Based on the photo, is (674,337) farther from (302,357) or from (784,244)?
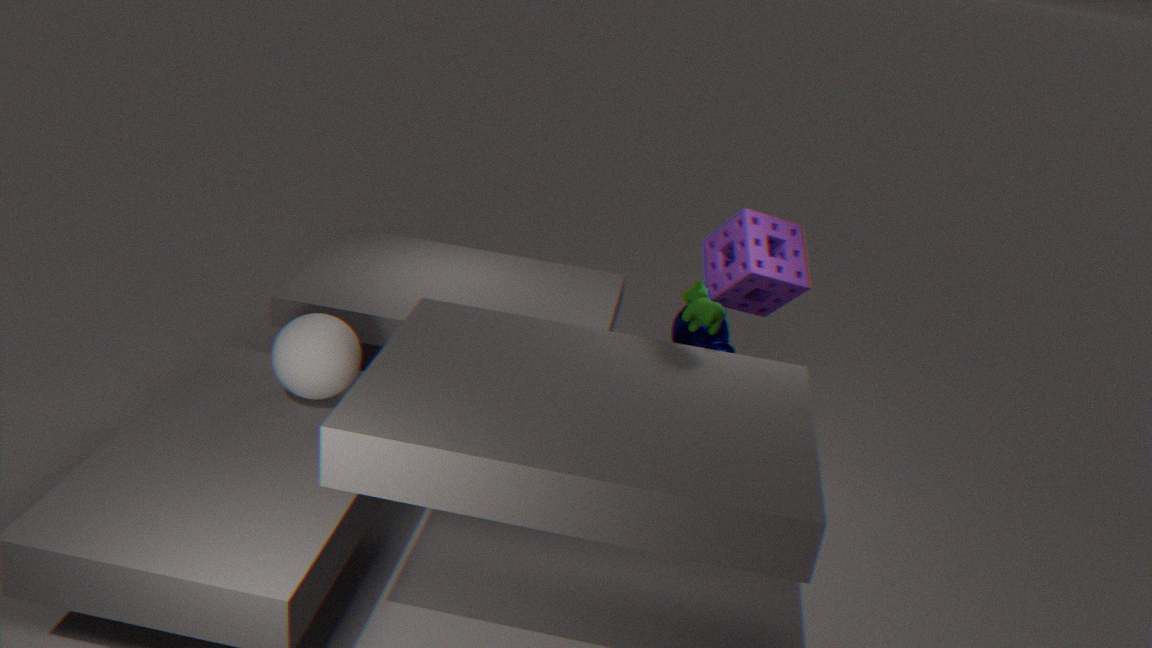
(302,357)
